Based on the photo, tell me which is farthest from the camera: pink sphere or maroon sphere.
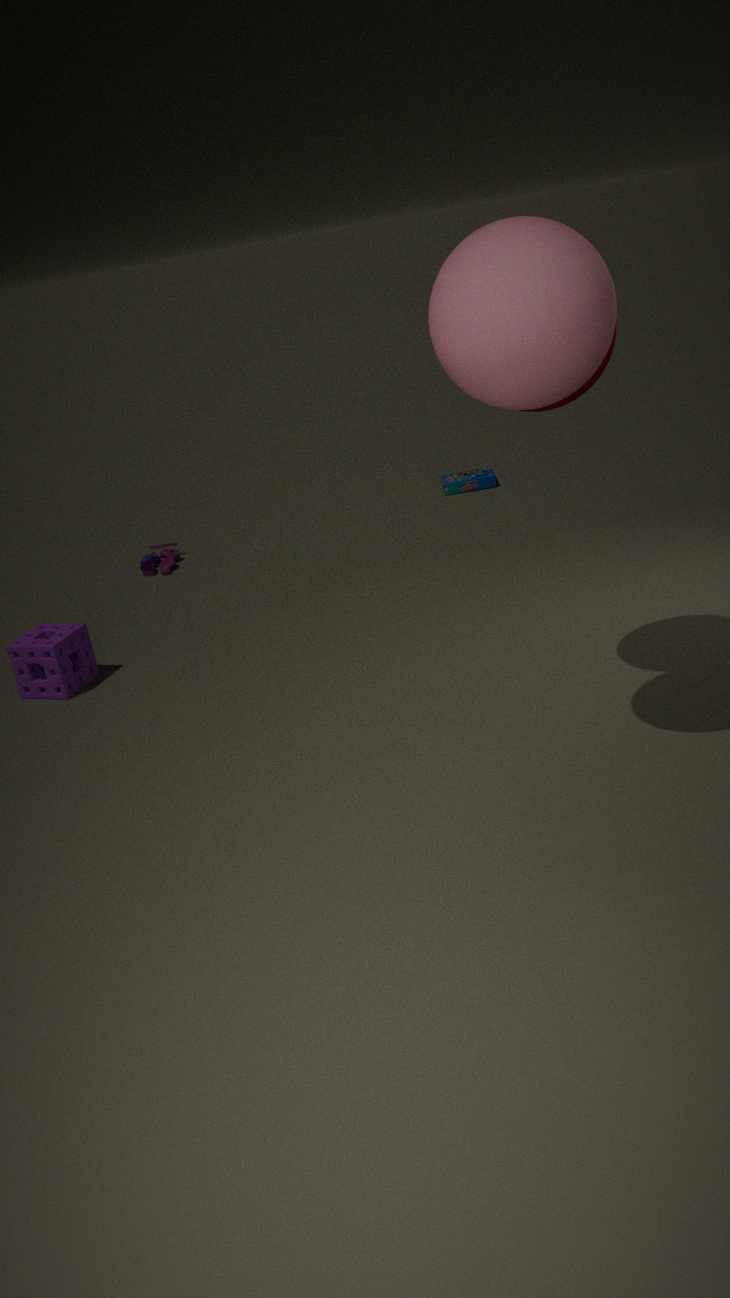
maroon sphere
